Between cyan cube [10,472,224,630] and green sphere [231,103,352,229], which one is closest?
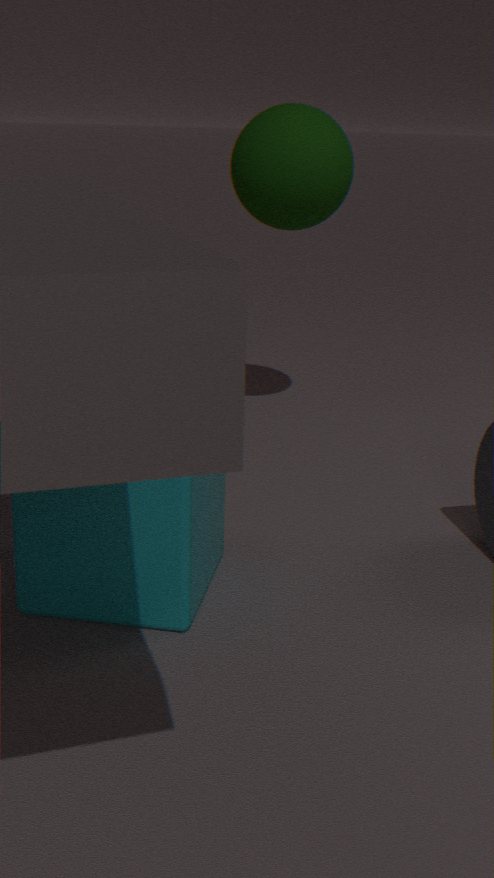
cyan cube [10,472,224,630]
